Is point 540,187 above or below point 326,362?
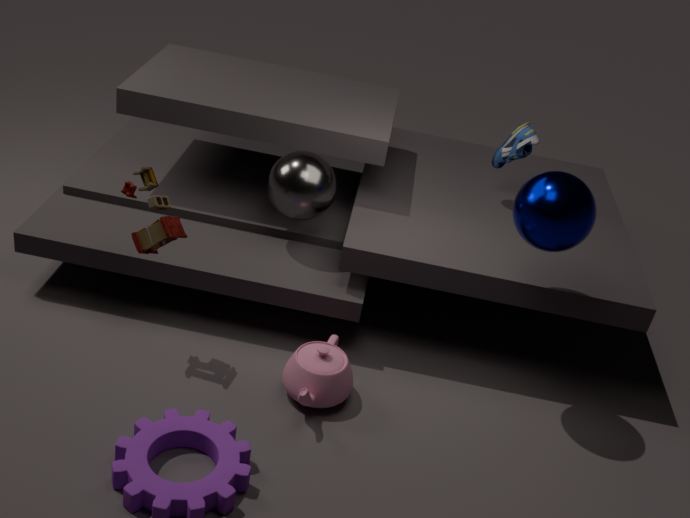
above
